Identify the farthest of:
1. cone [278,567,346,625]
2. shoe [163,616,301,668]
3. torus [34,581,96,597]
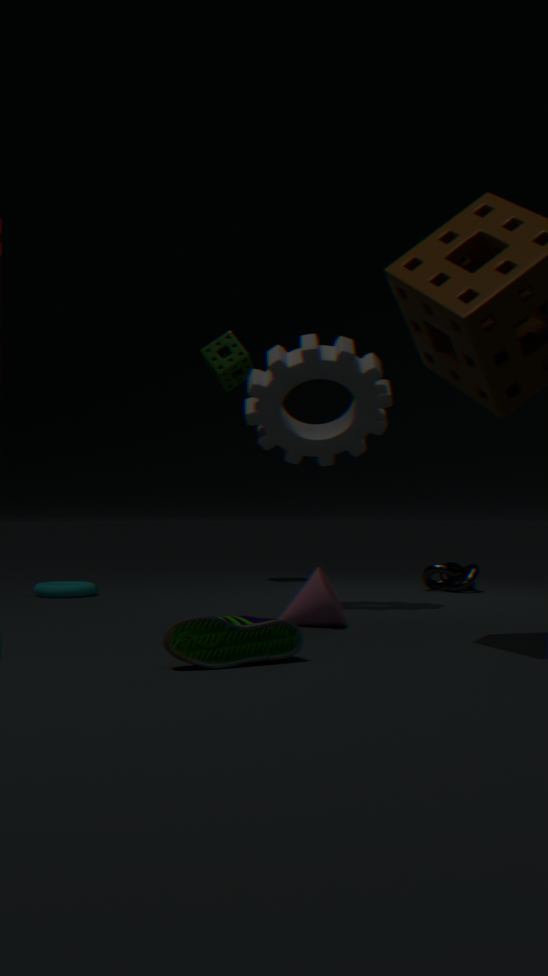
torus [34,581,96,597]
